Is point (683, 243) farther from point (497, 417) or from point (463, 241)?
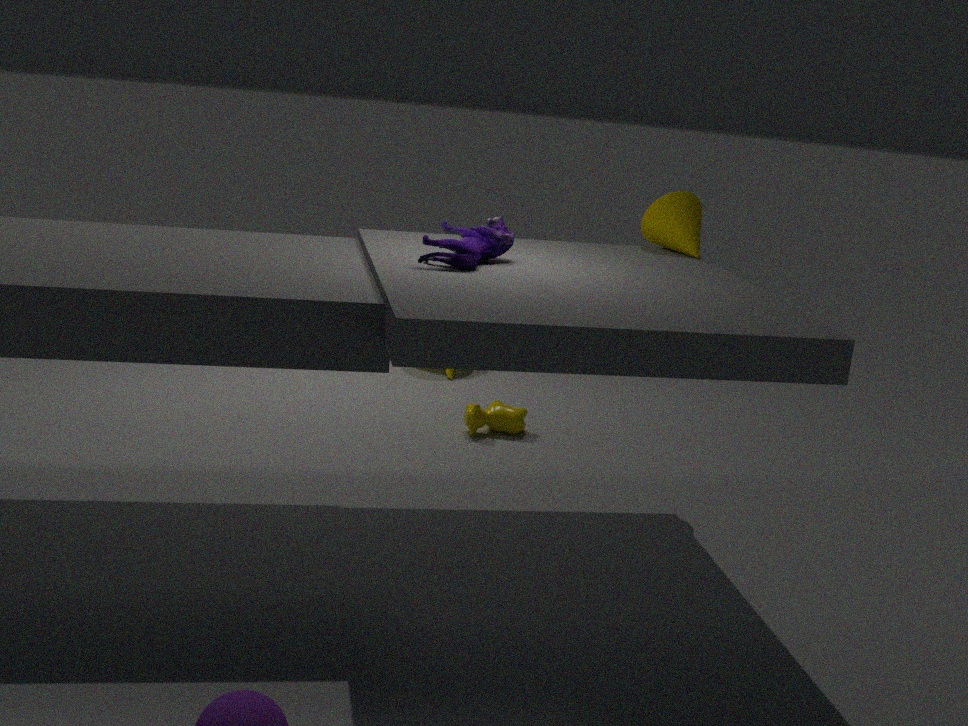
point (497, 417)
